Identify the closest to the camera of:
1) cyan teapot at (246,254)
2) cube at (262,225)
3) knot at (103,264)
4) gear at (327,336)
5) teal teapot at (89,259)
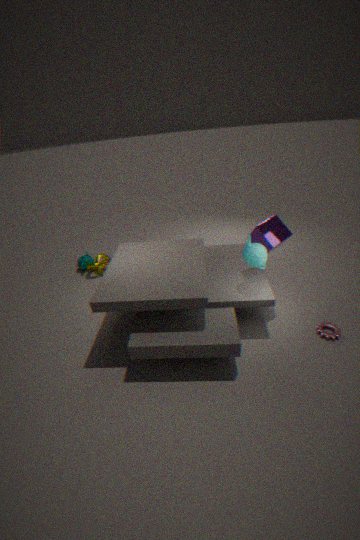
4. gear at (327,336)
